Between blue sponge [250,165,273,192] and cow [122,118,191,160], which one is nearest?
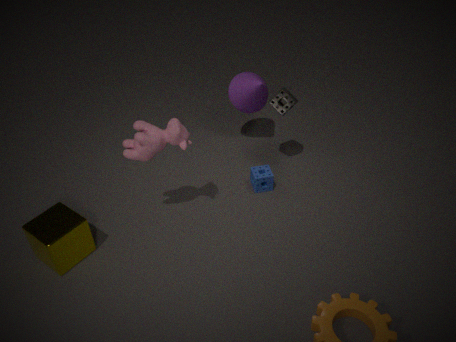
cow [122,118,191,160]
